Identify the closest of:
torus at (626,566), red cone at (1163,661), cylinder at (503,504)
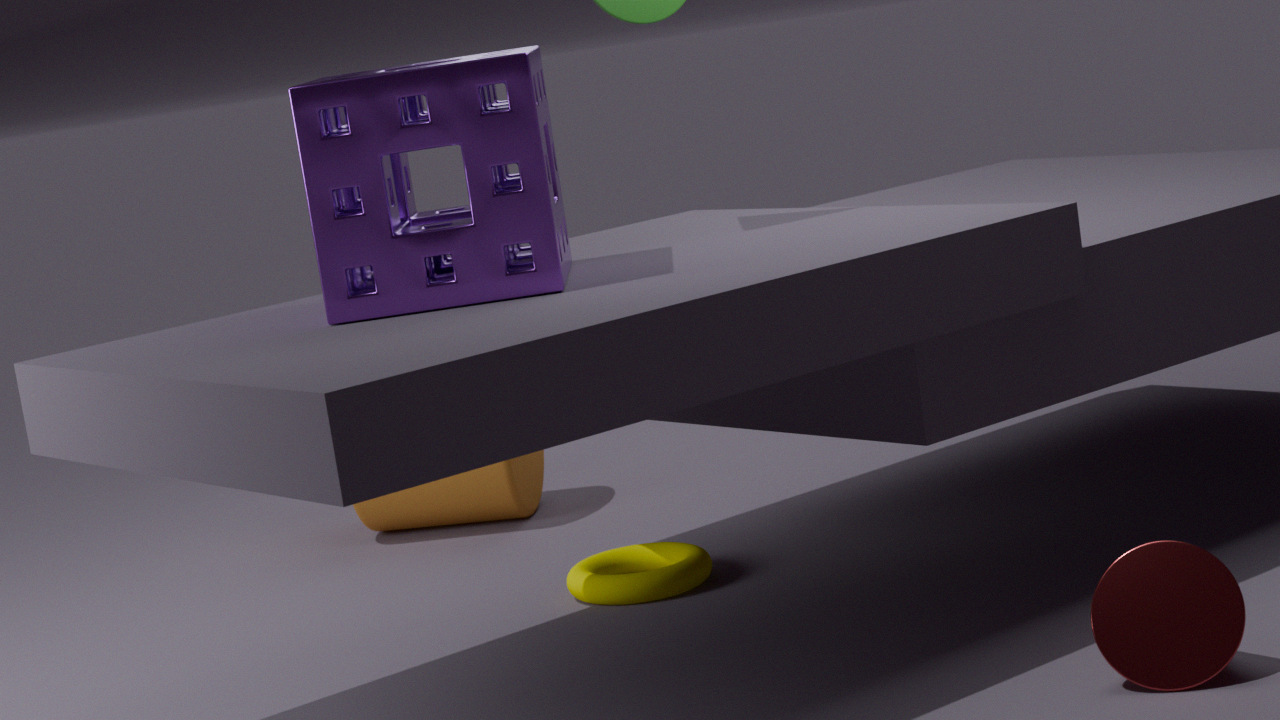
red cone at (1163,661)
